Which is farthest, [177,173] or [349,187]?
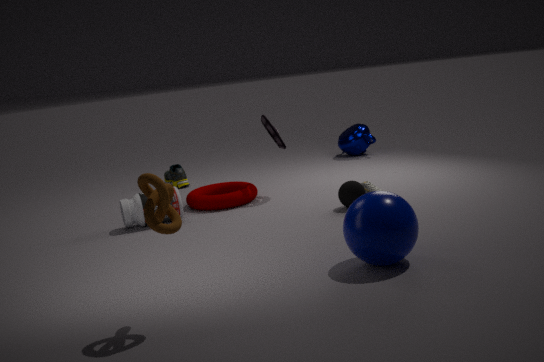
[177,173]
